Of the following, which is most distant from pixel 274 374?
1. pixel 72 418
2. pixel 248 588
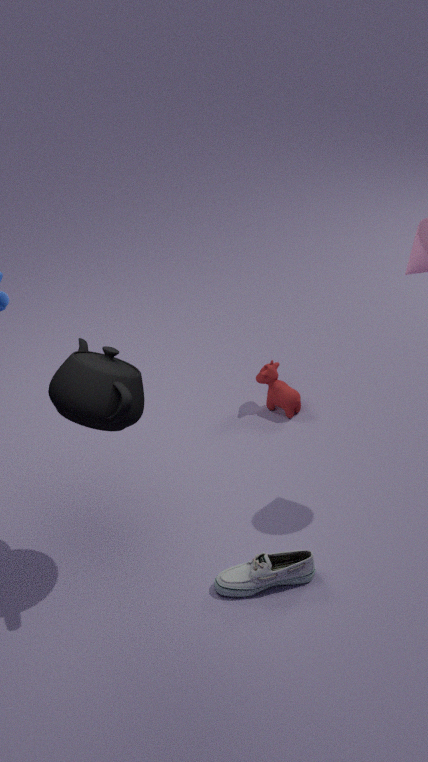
pixel 72 418
